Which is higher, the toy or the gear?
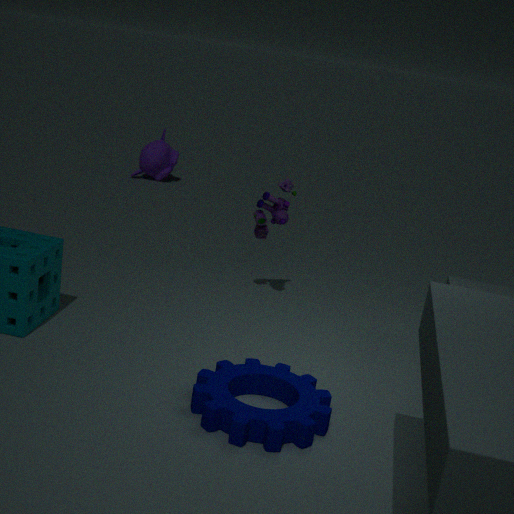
the toy
